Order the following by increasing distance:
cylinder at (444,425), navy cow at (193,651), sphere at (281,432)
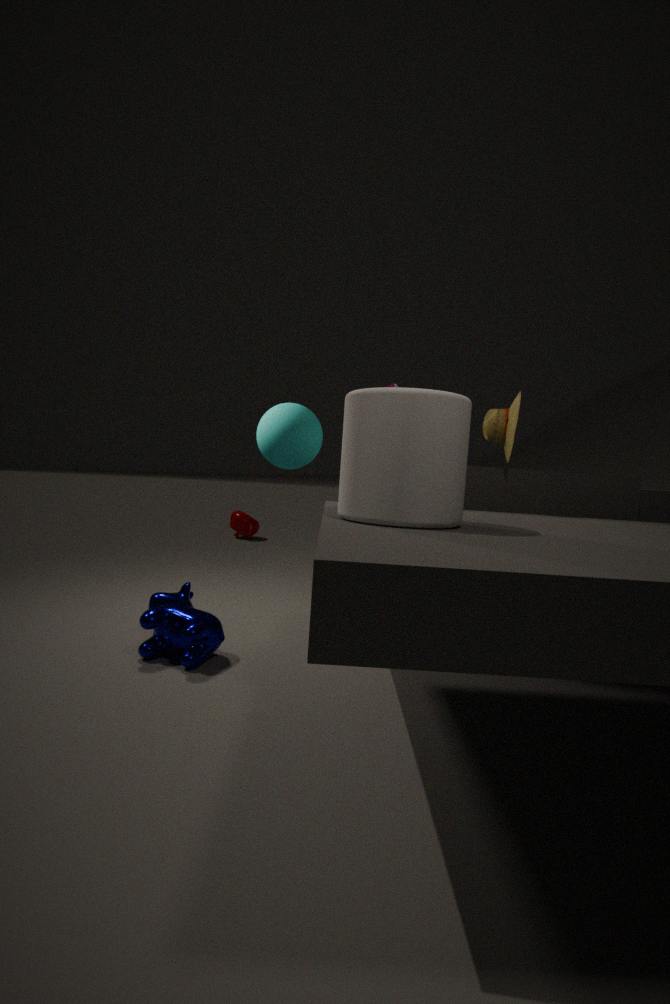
cylinder at (444,425) → navy cow at (193,651) → sphere at (281,432)
